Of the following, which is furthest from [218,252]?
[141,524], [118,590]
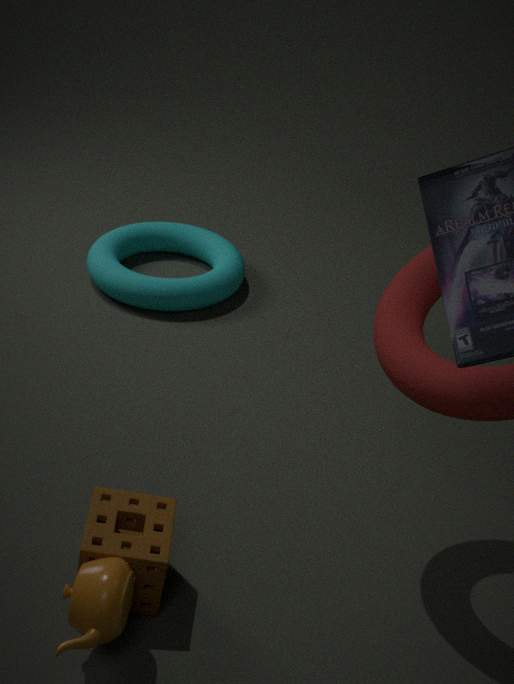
[118,590]
